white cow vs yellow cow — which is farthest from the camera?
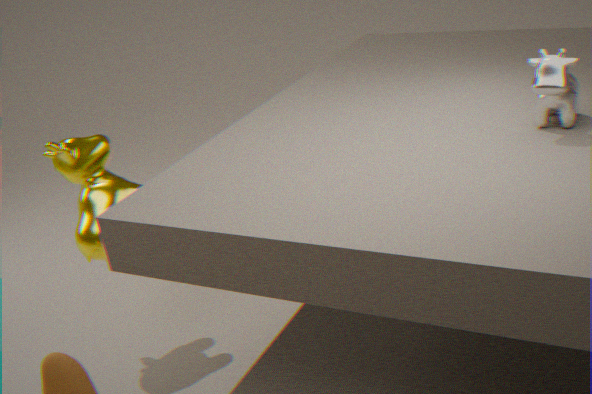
yellow cow
